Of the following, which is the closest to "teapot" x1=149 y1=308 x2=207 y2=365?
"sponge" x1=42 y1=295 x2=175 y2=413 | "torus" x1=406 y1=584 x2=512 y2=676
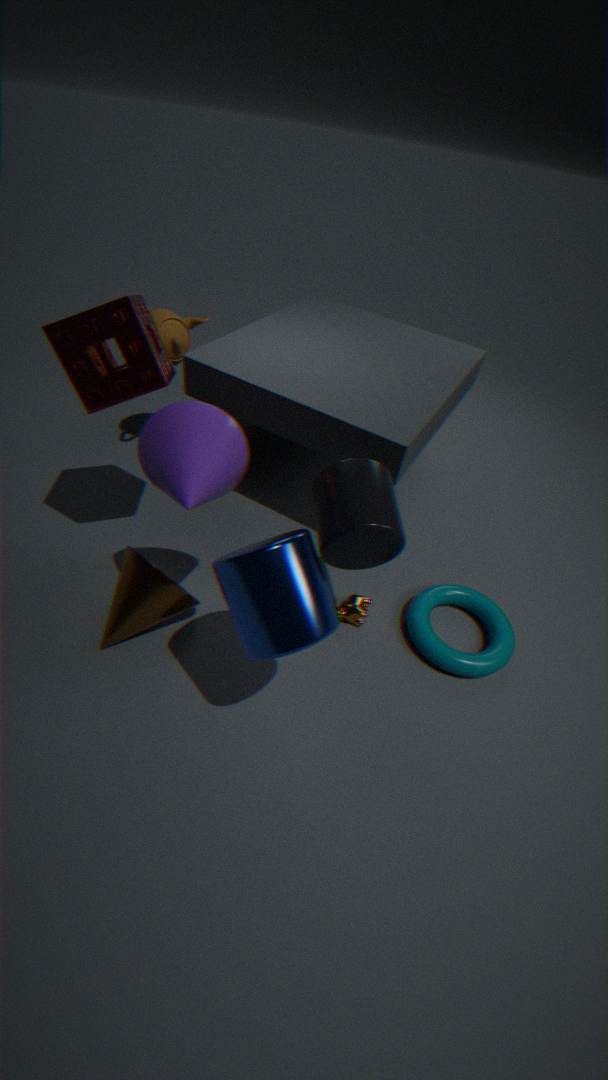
"sponge" x1=42 y1=295 x2=175 y2=413
